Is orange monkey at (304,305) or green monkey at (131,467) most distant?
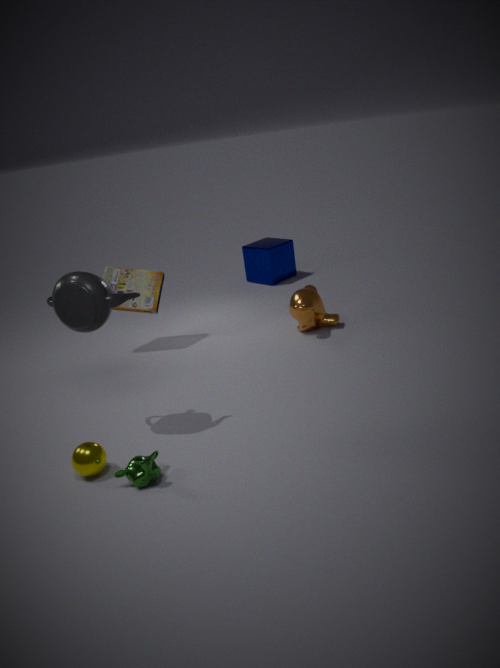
orange monkey at (304,305)
